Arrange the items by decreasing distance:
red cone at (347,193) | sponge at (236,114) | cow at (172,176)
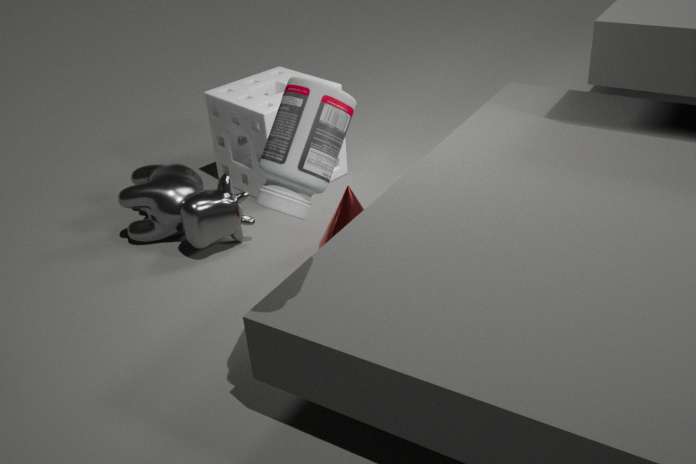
sponge at (236,114), cow at (172,176), red cone at (347,193)
